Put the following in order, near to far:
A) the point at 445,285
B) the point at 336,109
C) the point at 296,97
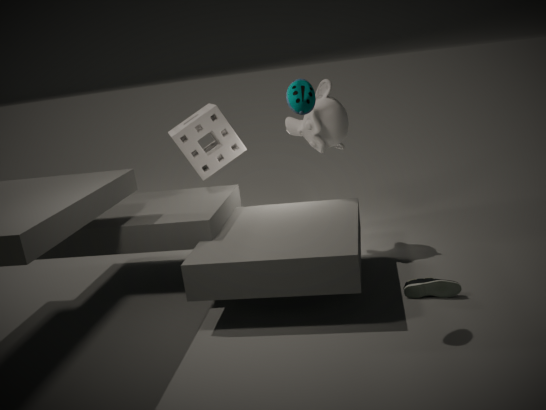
the point at 296,97
the point at 445,285
the point at 336,109
